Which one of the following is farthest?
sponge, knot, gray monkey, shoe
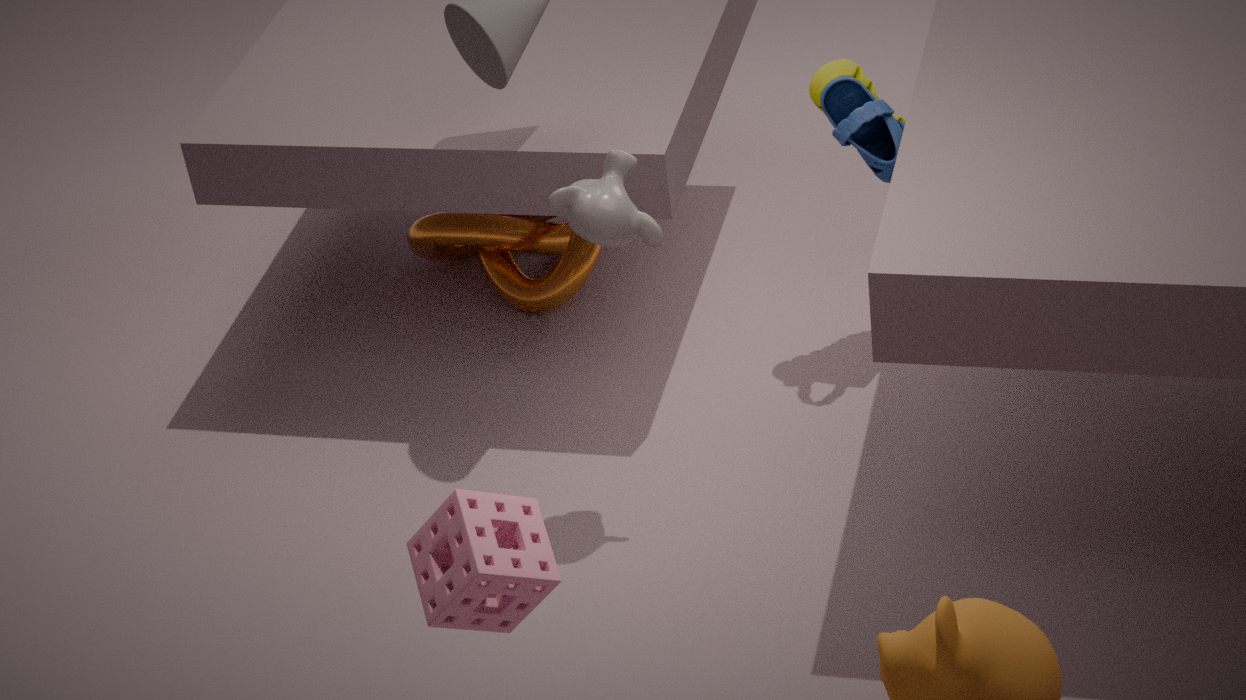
knot
